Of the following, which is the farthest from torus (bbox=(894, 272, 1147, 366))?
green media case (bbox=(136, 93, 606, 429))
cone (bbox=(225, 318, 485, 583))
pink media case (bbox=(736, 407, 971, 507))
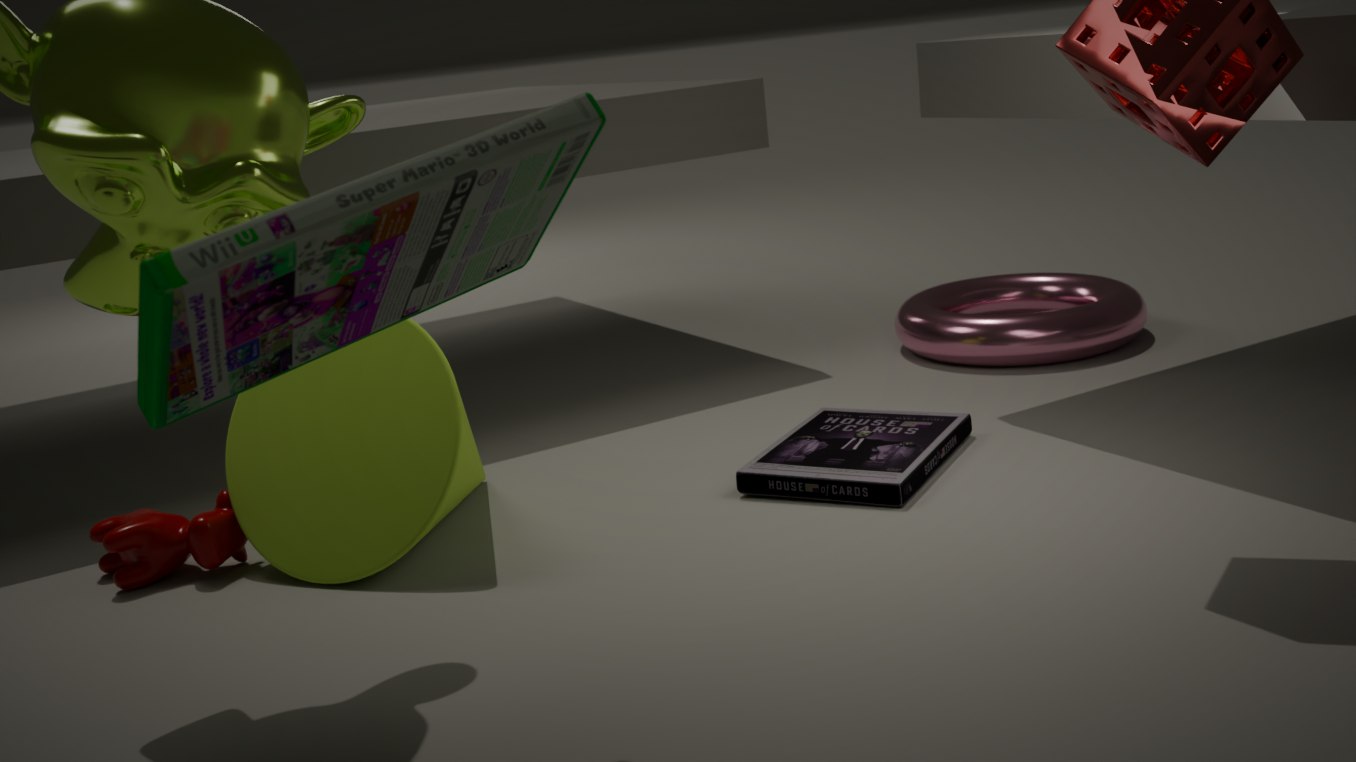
green media case (bbox=(136, 93, 606, 429))
